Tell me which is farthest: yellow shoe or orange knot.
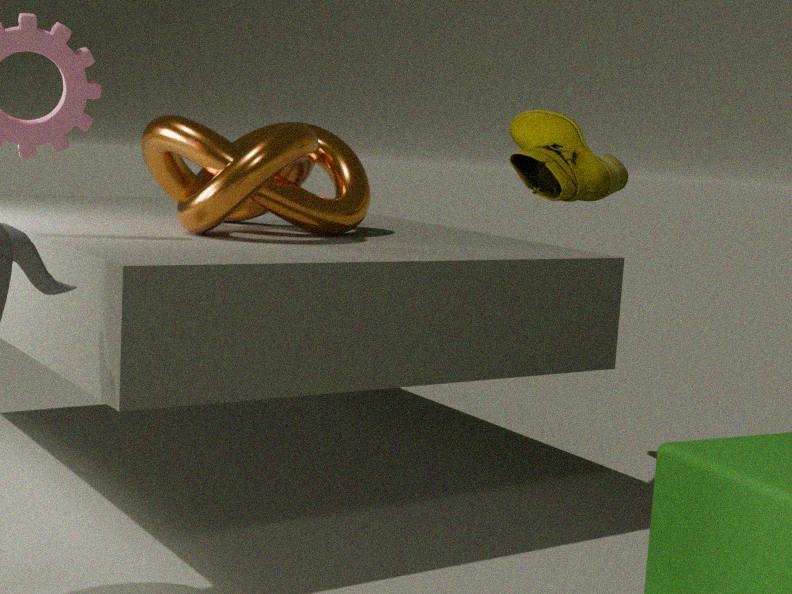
yellow shoe
